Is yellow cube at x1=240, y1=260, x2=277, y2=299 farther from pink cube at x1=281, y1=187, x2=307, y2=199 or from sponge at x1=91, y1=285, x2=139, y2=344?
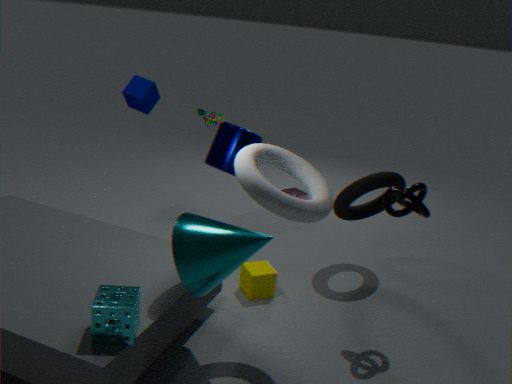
pink cube at x1=281, y1=187, x2=307, y2=199
